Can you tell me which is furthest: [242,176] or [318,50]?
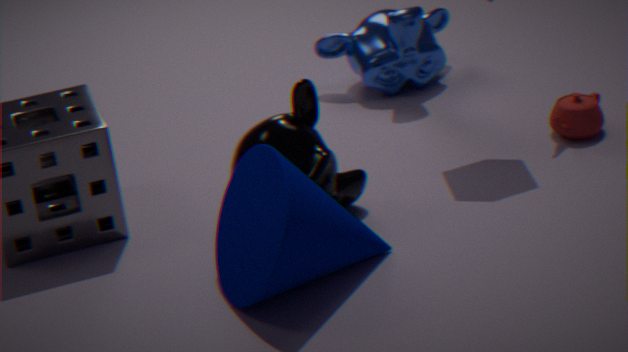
[318,50]
